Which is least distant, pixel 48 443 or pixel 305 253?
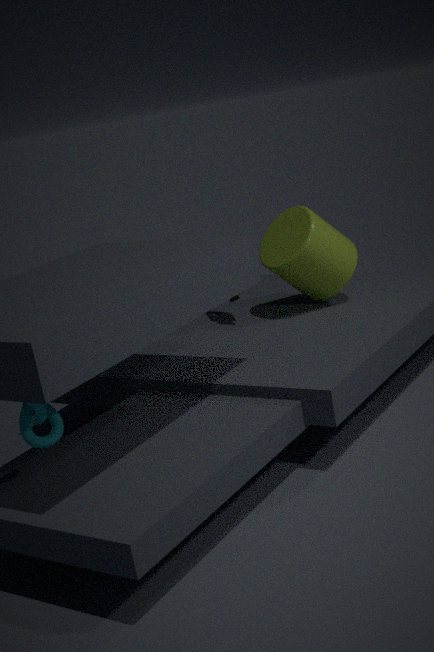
pixel 48 443
